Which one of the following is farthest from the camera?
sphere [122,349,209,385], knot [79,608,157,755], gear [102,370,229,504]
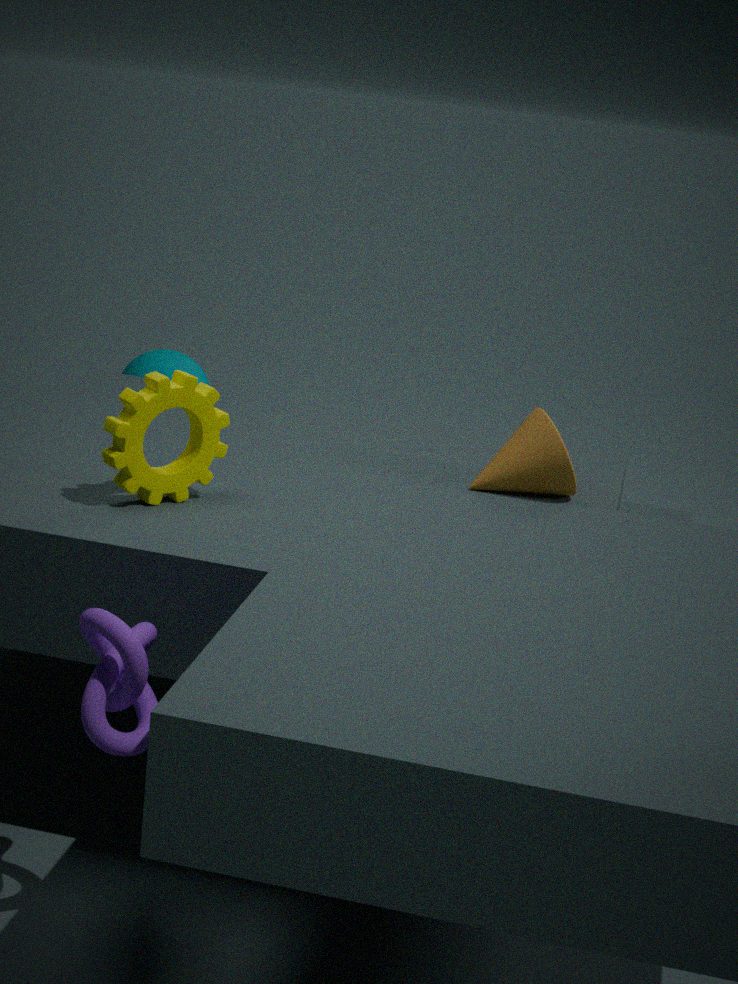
sphere [122,349,209,385]
